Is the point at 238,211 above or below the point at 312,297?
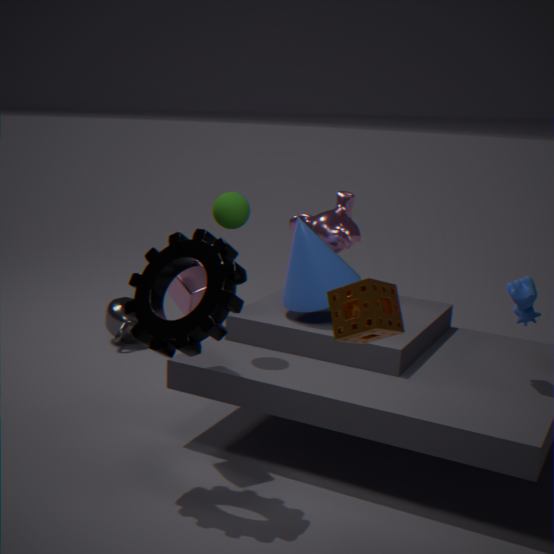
above
